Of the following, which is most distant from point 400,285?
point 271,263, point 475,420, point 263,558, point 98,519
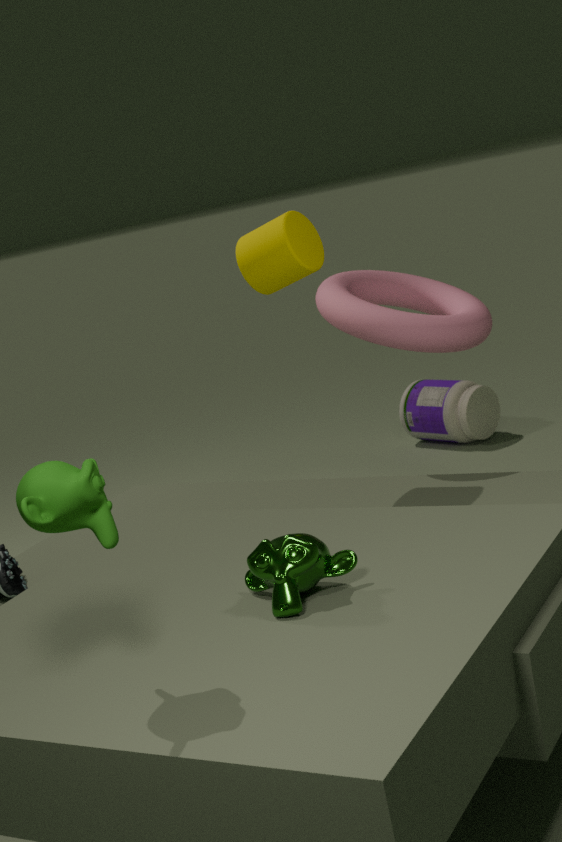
point 98,519
